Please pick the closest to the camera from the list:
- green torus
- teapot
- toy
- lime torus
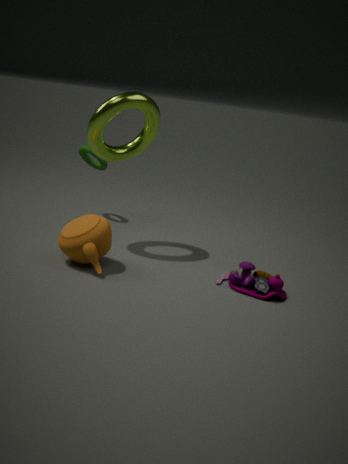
teapot
